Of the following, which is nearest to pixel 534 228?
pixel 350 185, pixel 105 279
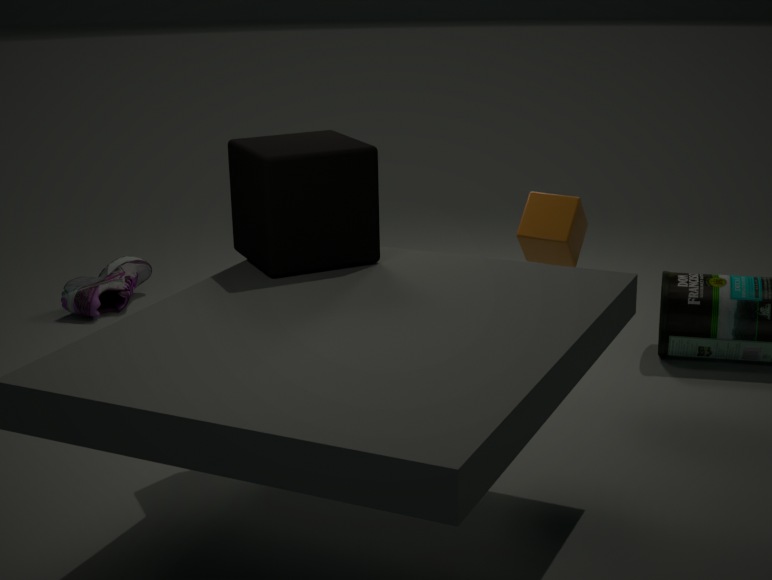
pixel 350 185
